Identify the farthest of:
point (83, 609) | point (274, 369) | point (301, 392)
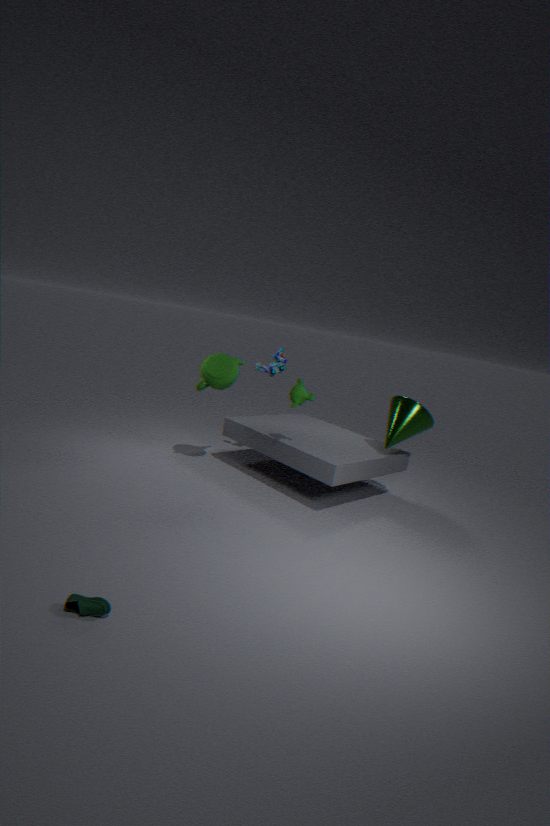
point (274, 369)
